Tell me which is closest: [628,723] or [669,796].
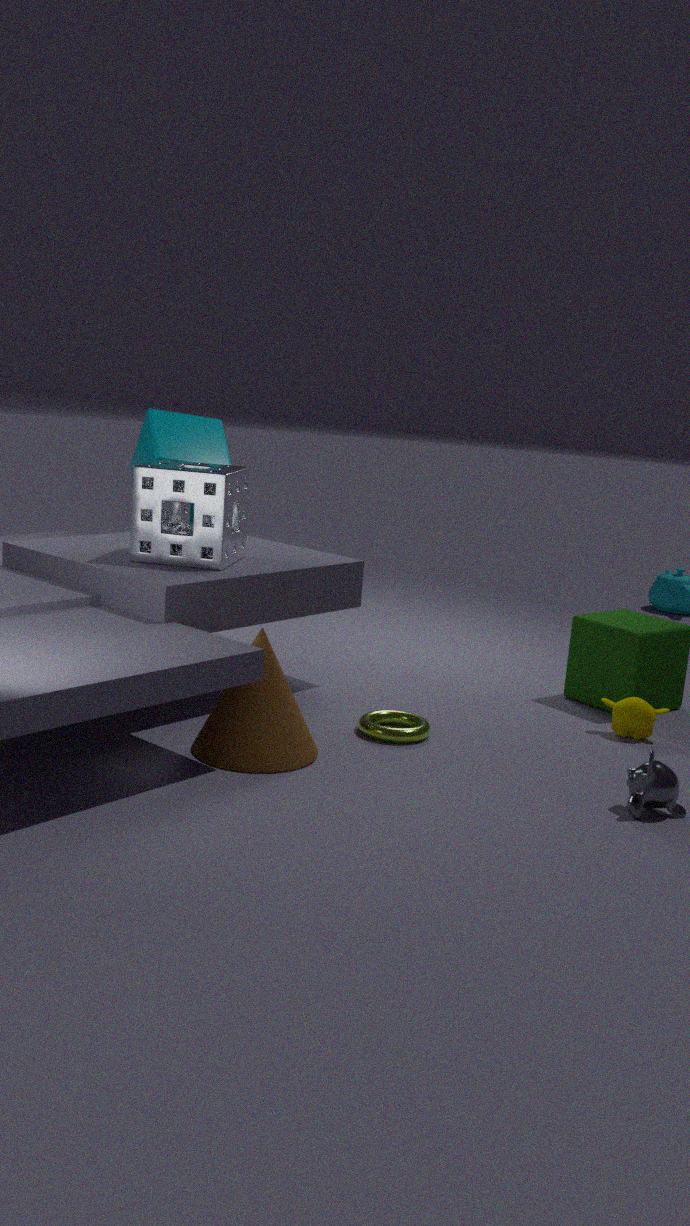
[669,796]
